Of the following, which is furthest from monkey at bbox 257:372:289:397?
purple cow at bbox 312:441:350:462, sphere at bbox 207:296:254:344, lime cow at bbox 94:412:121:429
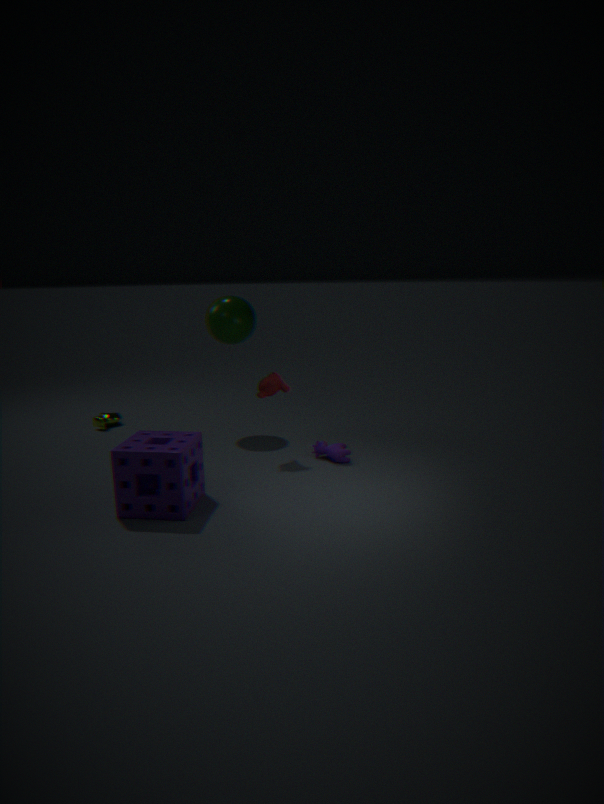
lime cow at bbox 94:412:121:429
